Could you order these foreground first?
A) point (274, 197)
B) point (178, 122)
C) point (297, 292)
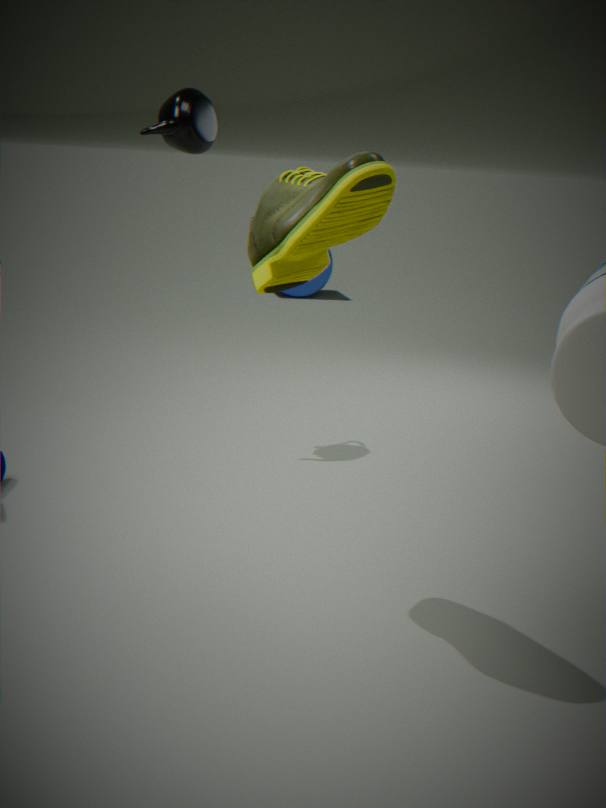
1. point (274, 197)
2. point (178, 122)
3. point (297, 292)
